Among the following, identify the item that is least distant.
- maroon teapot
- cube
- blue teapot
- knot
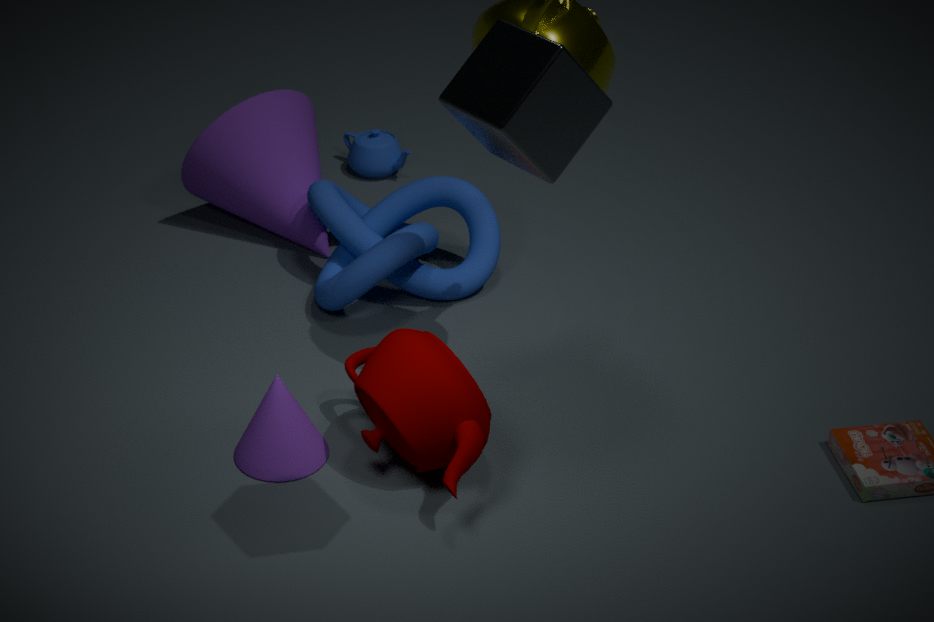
cube
